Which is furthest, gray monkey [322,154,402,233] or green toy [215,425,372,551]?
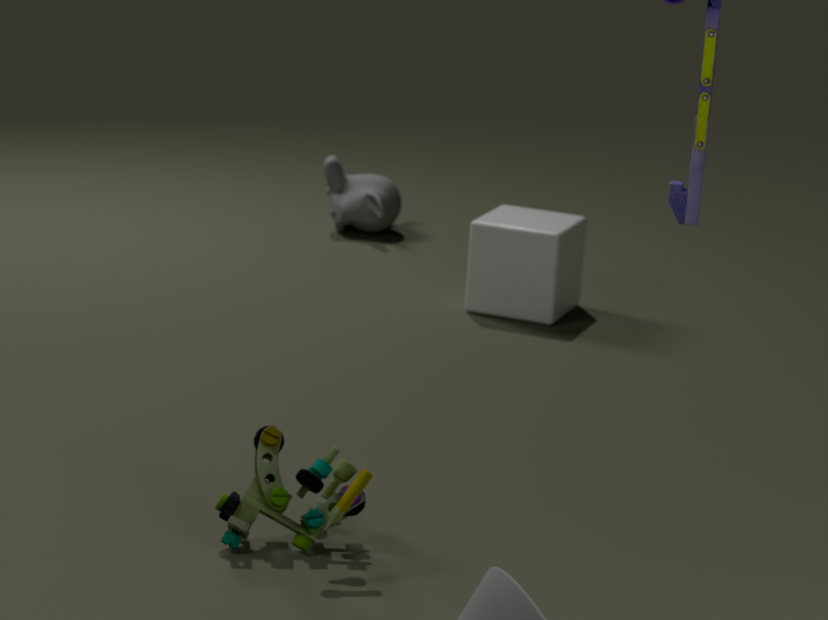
gray monkey [322,154,402,233]
